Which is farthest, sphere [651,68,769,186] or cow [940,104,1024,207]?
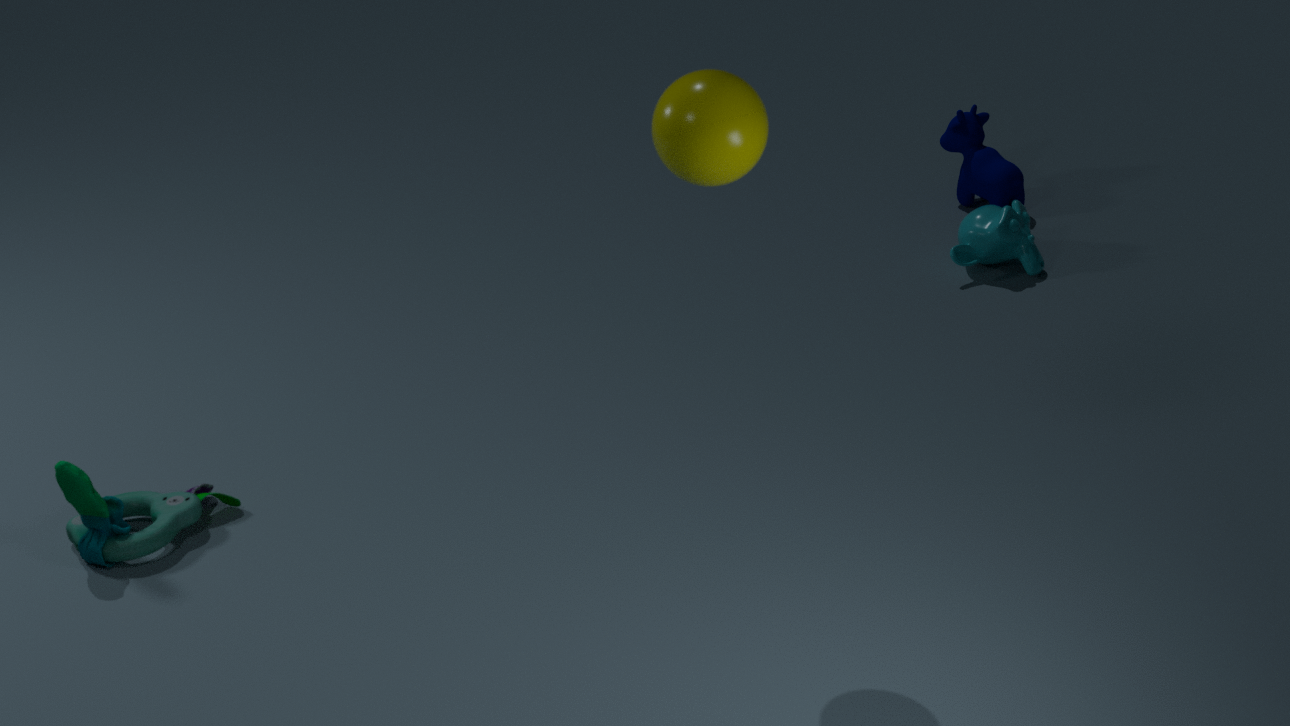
cow [940,104,1024,207]
